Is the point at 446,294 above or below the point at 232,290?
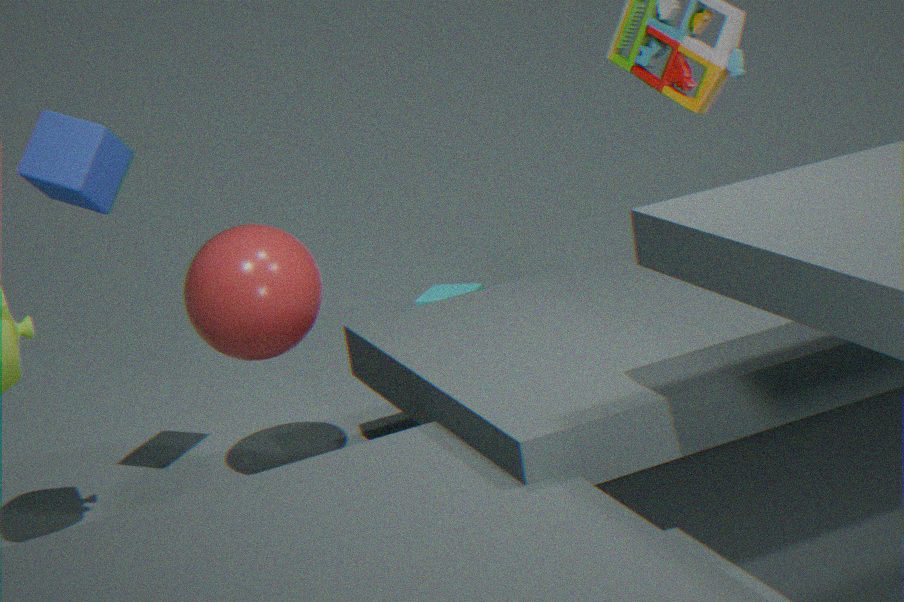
below
